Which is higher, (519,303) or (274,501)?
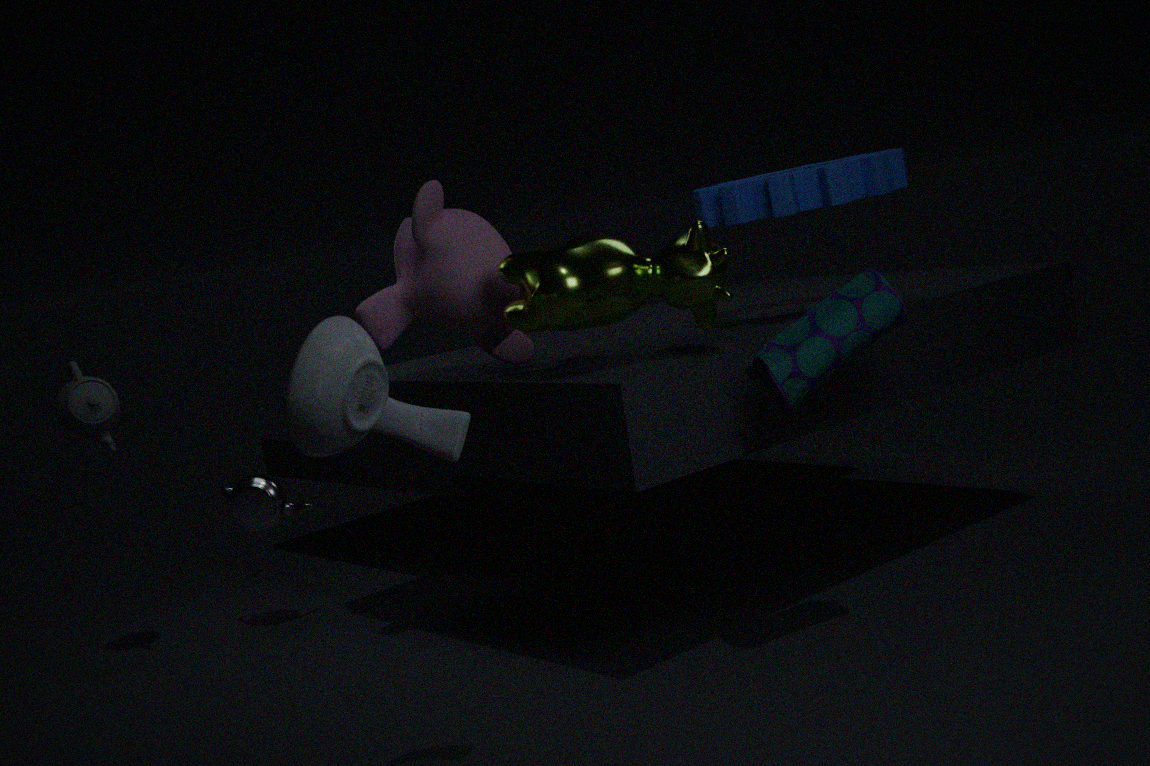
(519,303)
